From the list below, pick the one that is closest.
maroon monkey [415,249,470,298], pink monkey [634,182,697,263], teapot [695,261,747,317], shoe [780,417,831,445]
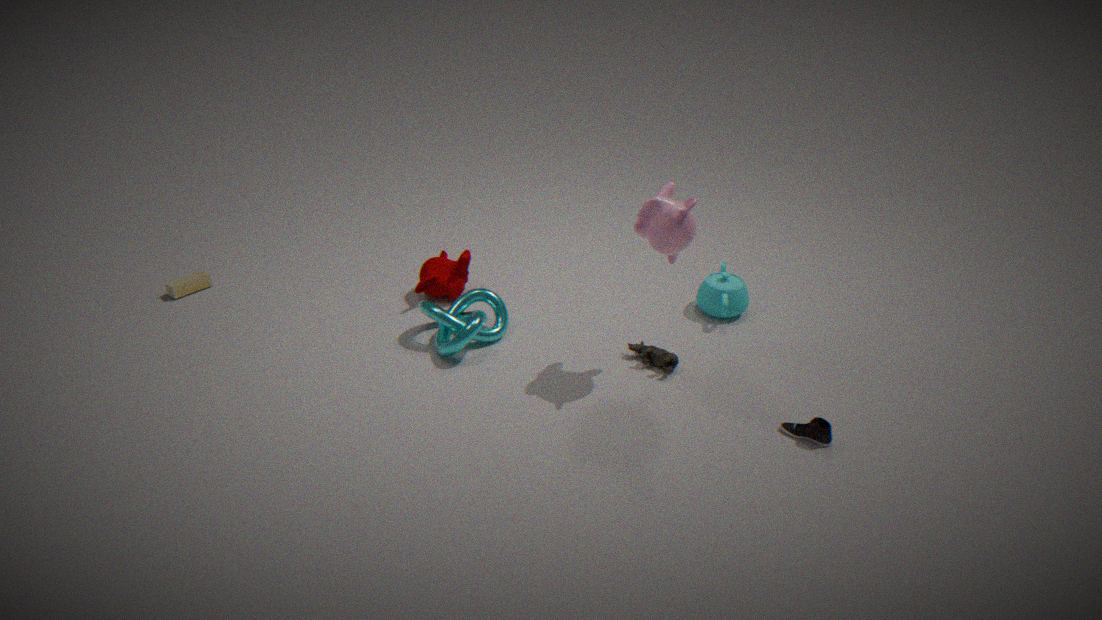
shoe [780,417,831,445]
